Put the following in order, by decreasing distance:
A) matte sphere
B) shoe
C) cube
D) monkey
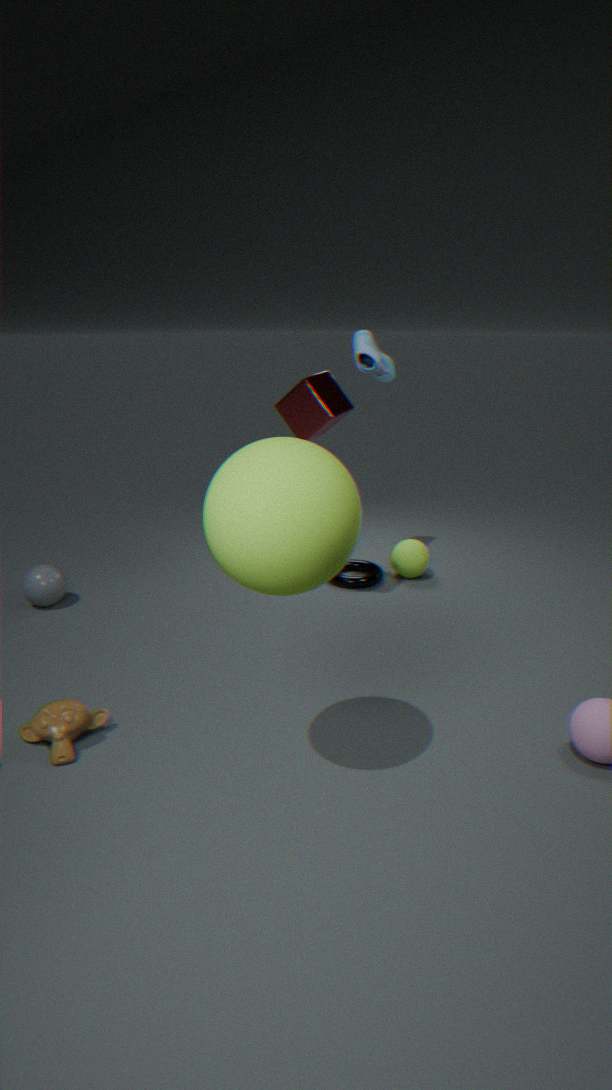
shoe, cube, monkey, matte sphere
